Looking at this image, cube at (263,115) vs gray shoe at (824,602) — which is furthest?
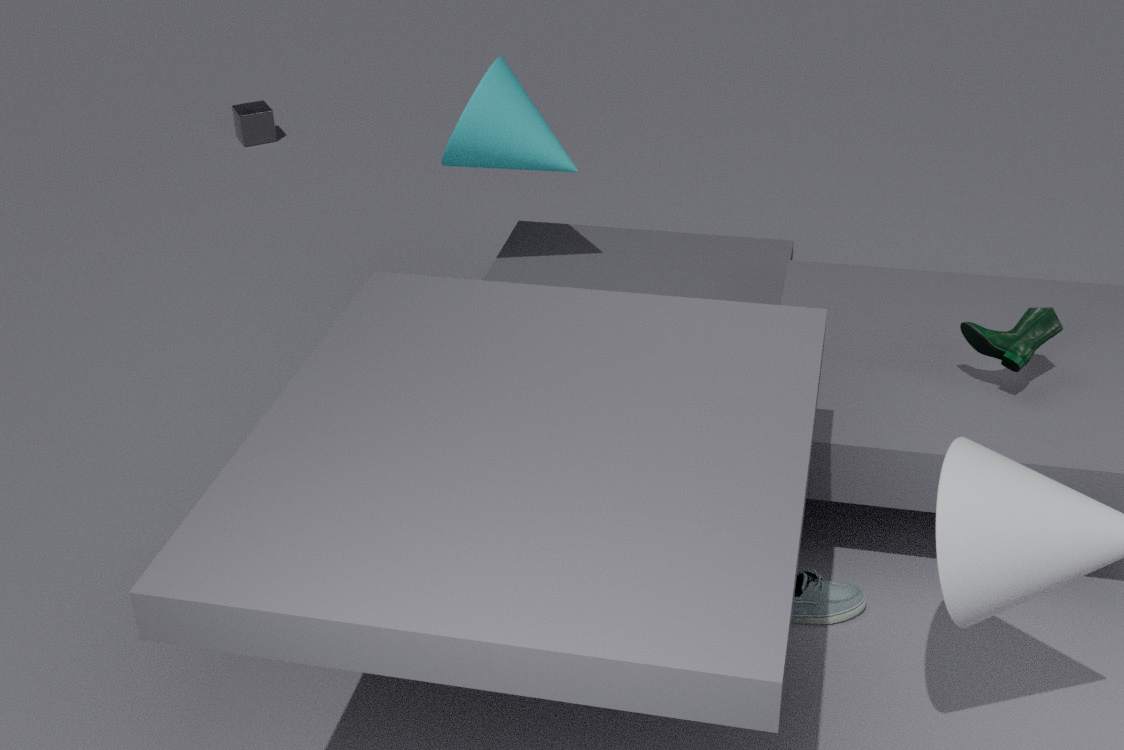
cube at (263,115)
